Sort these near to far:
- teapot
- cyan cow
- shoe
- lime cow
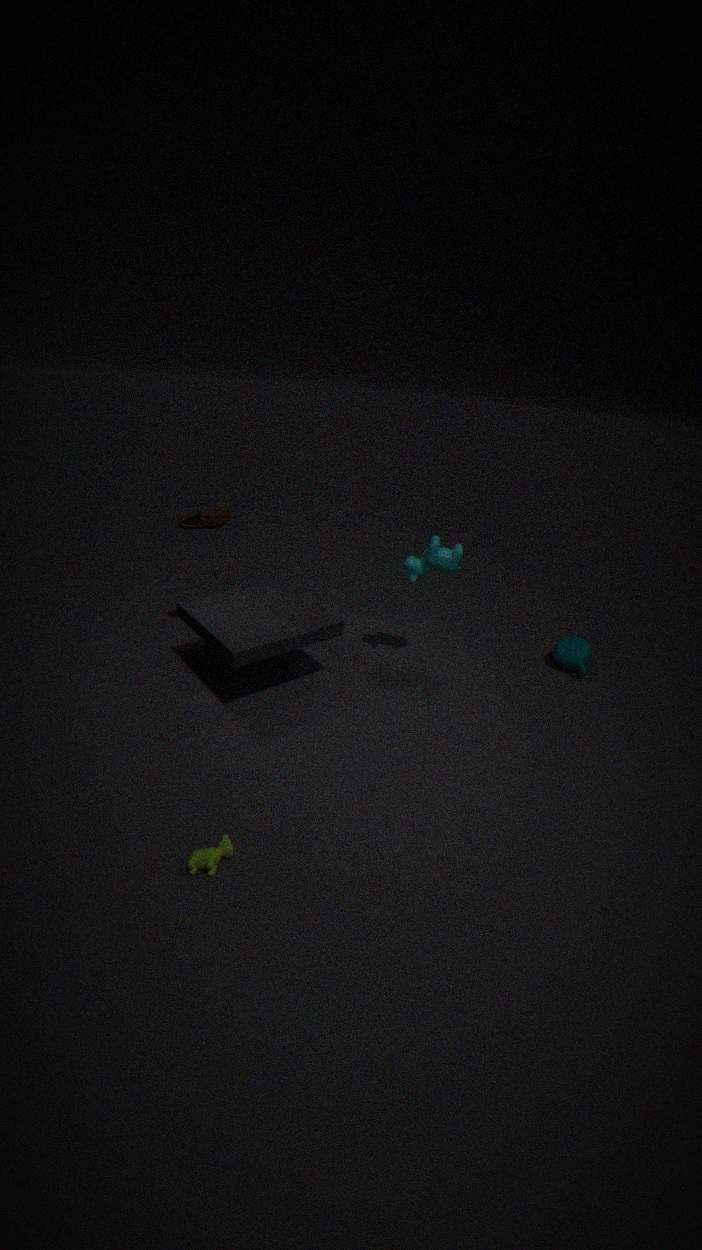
lime cow
cyan cow
shoe
teapot
